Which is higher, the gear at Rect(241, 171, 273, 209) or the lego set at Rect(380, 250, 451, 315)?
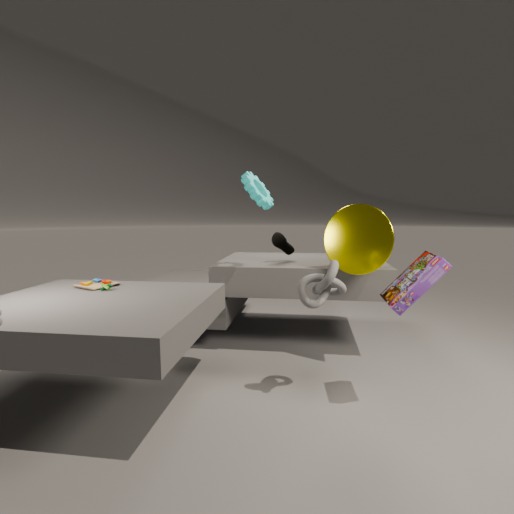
the gear at Rect(241, 171, 273, 209)
